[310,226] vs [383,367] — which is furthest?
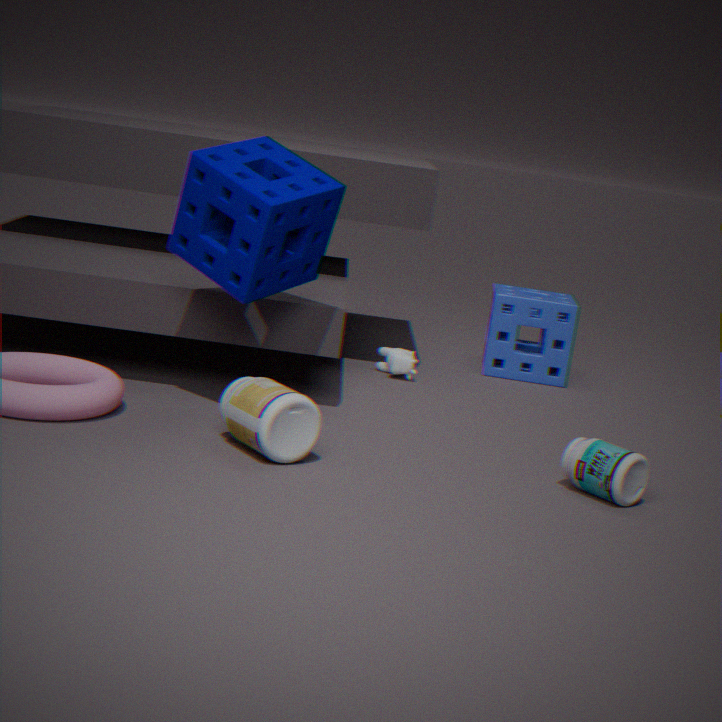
[383,367]
